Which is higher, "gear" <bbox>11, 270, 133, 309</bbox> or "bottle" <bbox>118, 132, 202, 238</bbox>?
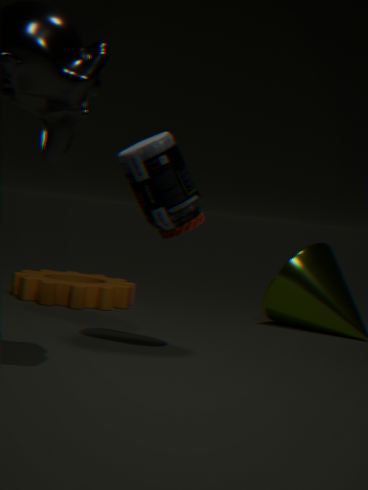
"bottle" <bbox>118, 132, 202, 238</bbox>
